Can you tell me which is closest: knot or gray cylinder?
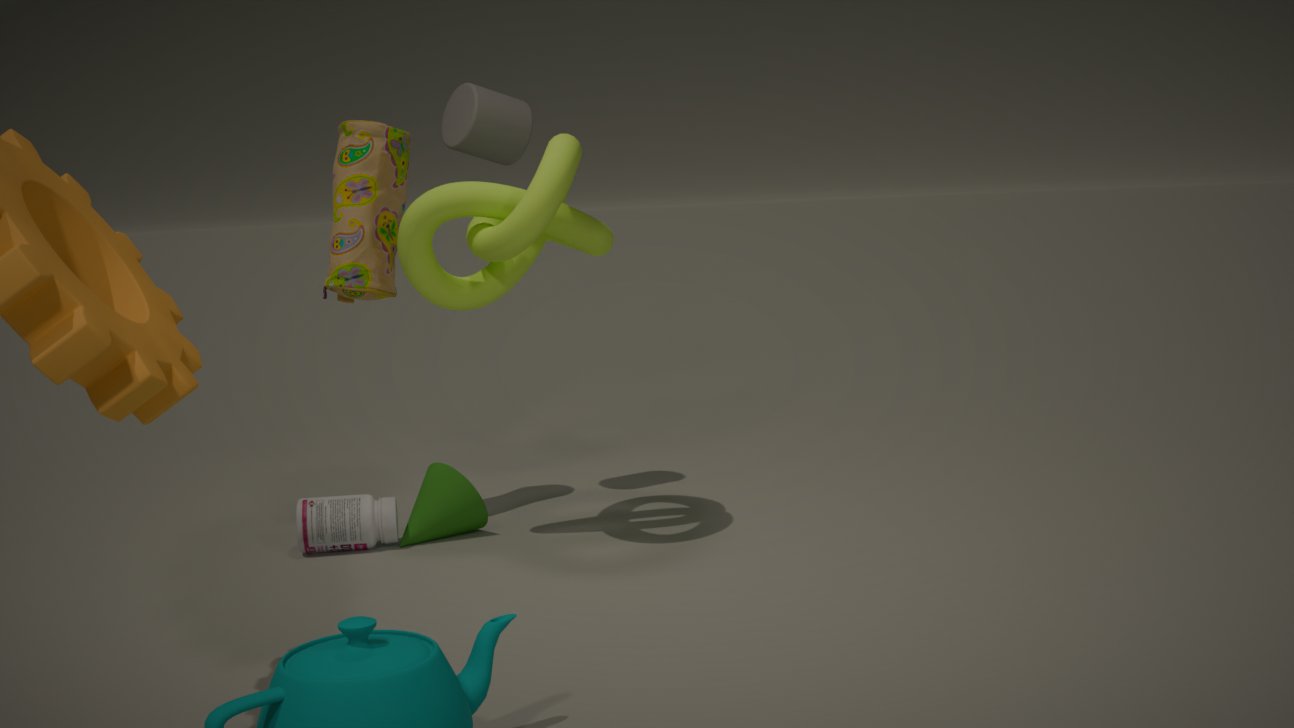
knot
